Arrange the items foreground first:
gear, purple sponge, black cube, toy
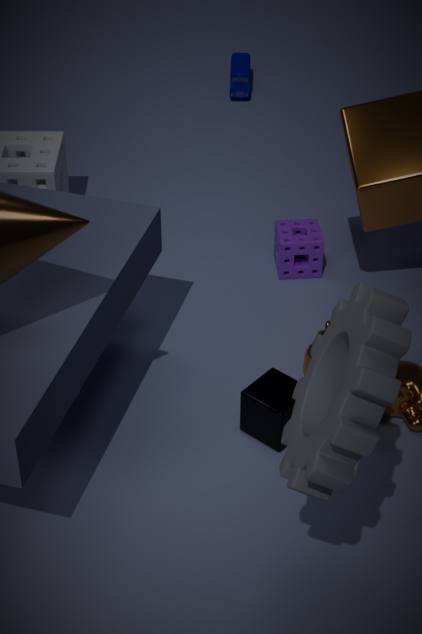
1. gear
2. black cube
3. purple sponge
4. toy
